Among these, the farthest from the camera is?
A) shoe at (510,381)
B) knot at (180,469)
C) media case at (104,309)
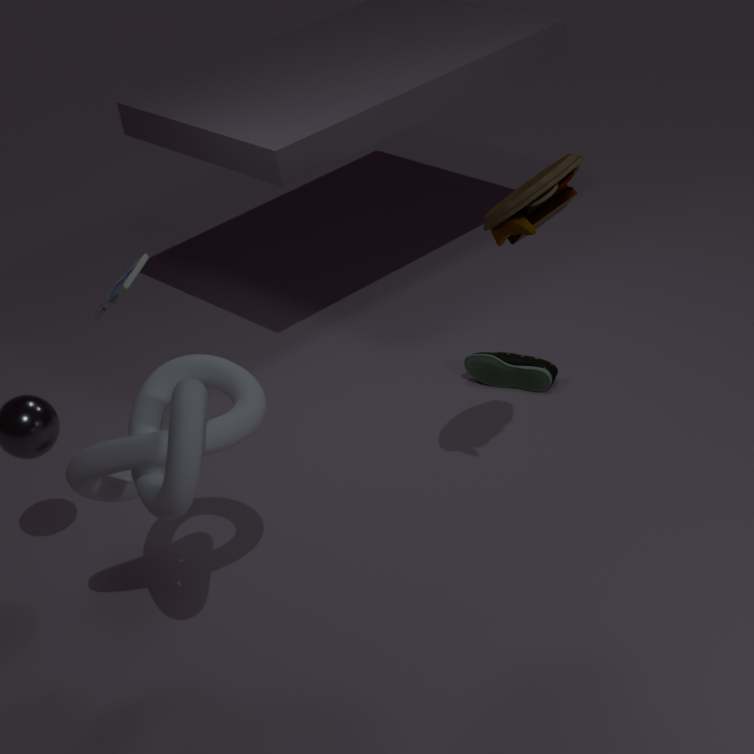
shoe at (510,381)
